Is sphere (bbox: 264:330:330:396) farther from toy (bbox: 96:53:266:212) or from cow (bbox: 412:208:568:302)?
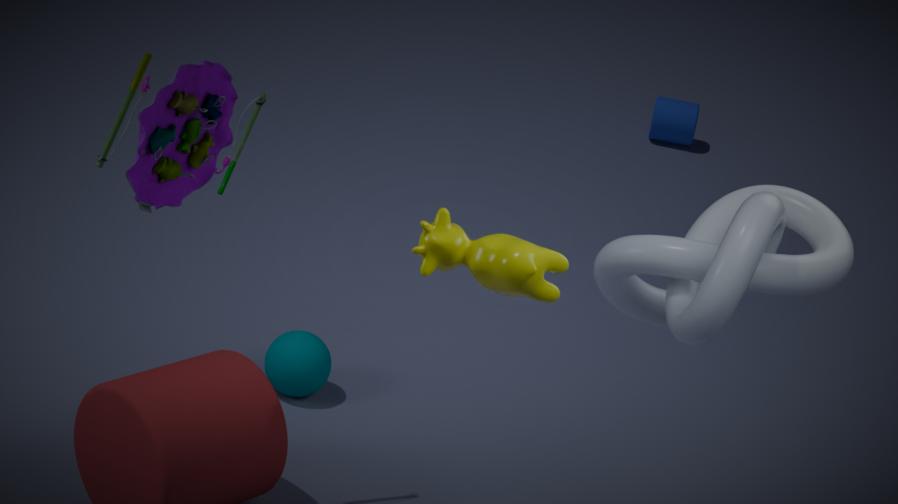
cow (bbox: 412:208:568:302)
